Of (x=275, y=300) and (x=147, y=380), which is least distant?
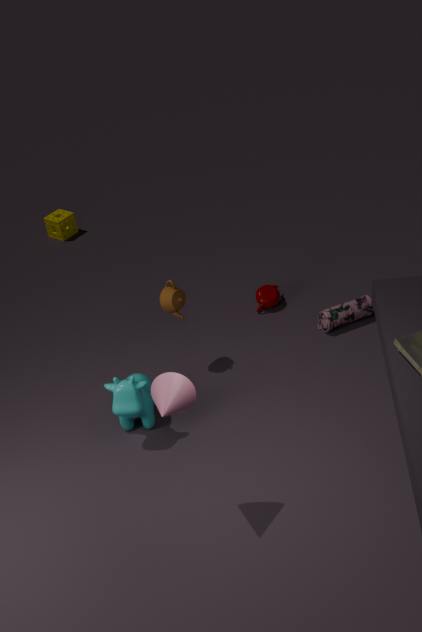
(x=147, y=380)
